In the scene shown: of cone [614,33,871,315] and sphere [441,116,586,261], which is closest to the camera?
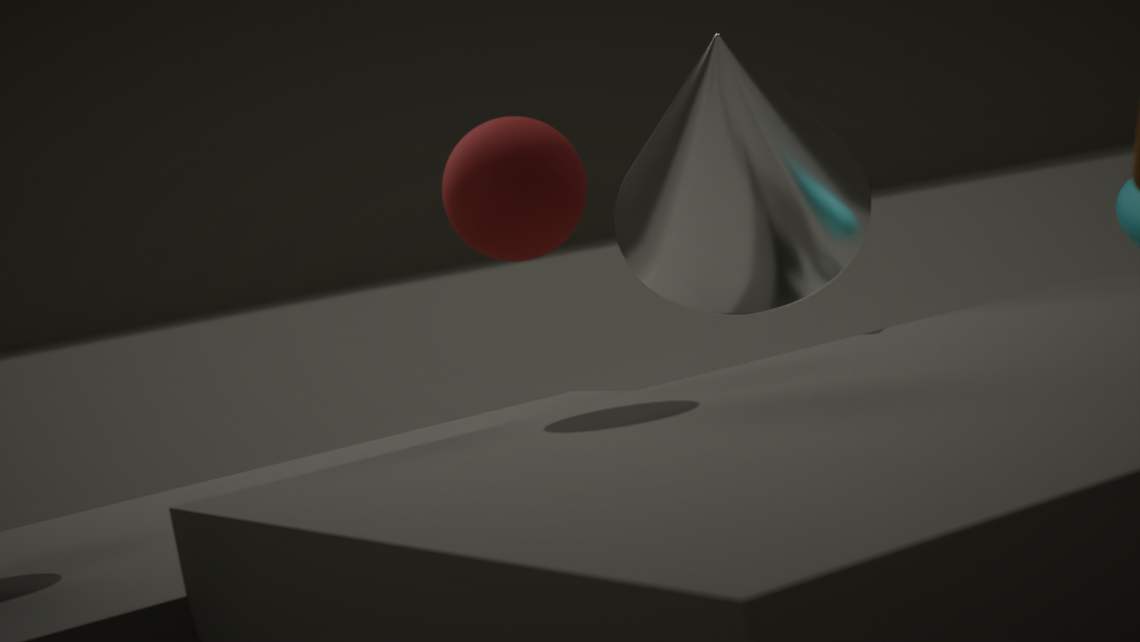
sphere [441,116,586,261]
